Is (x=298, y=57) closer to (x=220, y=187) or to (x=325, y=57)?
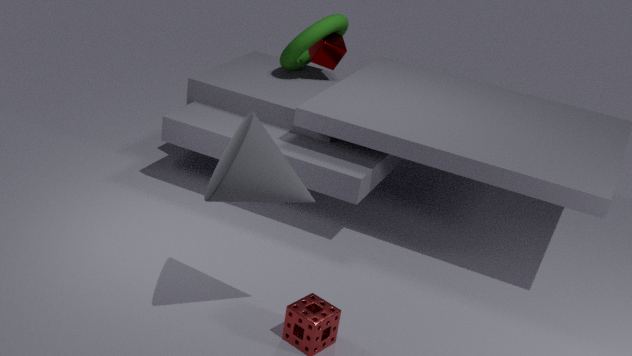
(x=325, y=57)
